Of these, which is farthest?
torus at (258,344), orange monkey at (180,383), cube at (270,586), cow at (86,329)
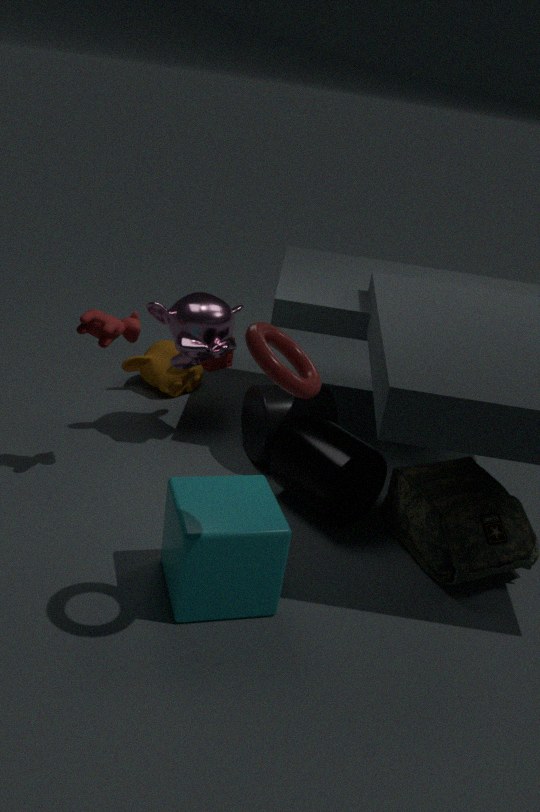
orange monkey at (180,383)
